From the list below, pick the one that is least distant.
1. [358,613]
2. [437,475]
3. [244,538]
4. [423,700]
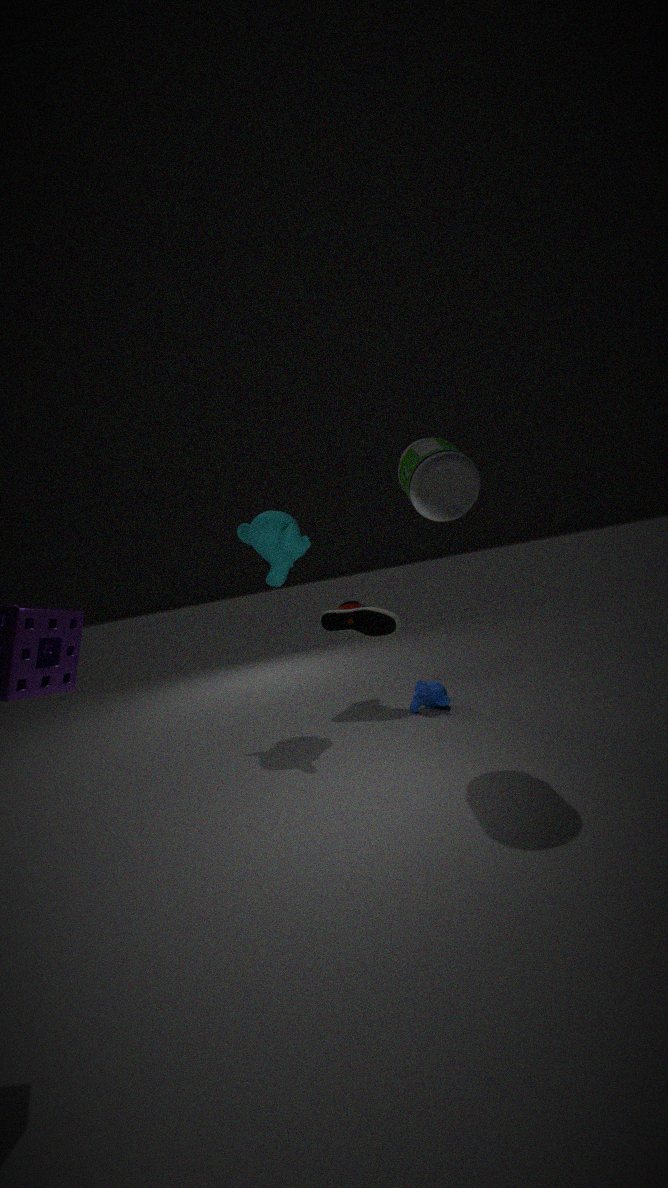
[437,475]
